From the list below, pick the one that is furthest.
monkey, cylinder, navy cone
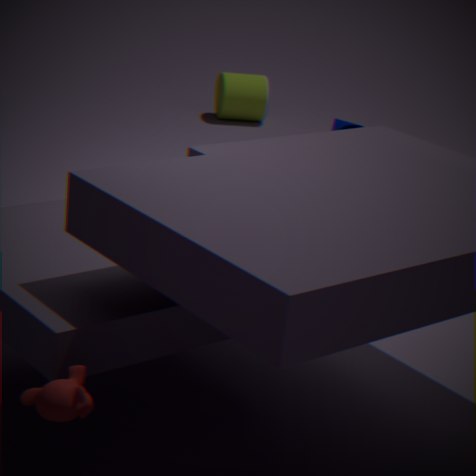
cylinder
